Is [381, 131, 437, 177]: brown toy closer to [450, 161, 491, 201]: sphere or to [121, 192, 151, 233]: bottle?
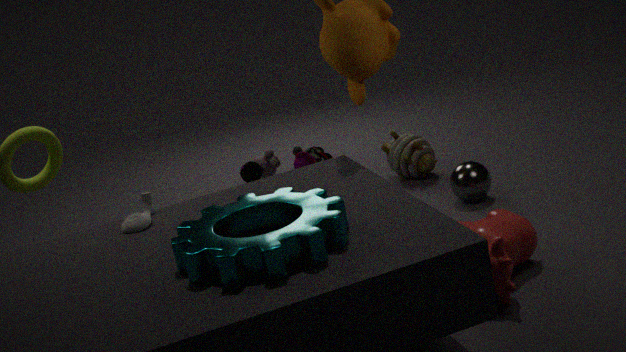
[450, 161, 491, 201]: sphere
